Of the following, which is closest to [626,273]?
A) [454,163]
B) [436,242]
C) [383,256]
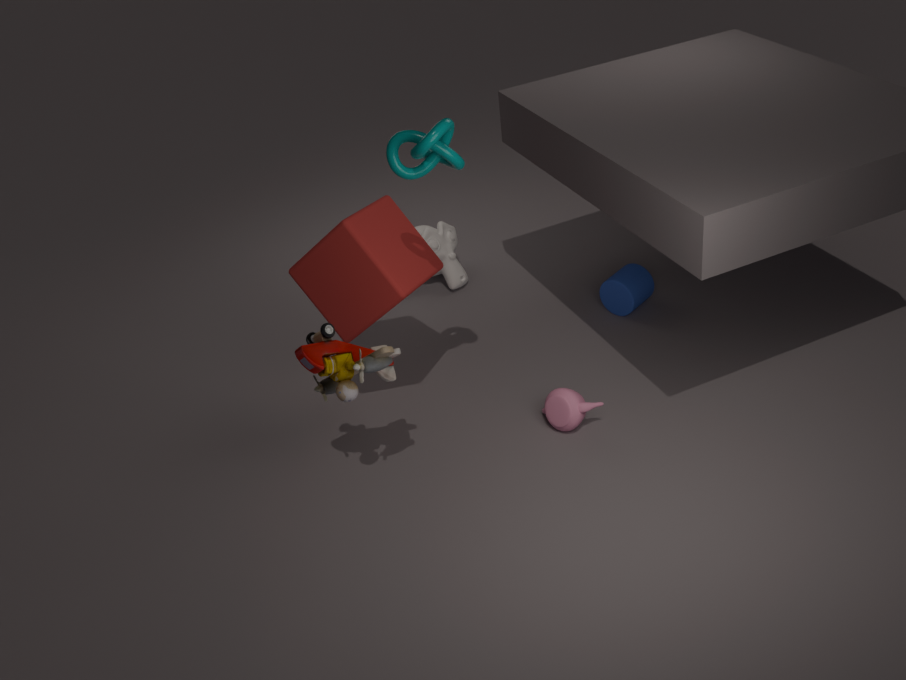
[436,242]
